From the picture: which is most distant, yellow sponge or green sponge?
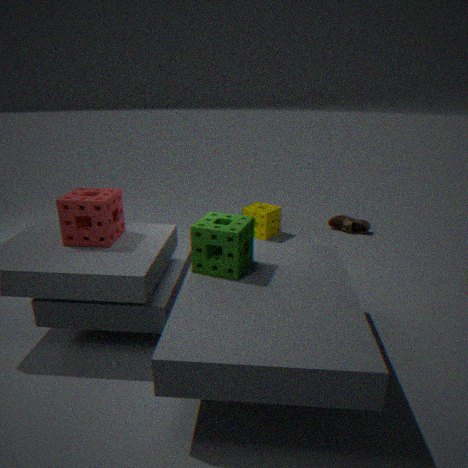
yellow sponge
